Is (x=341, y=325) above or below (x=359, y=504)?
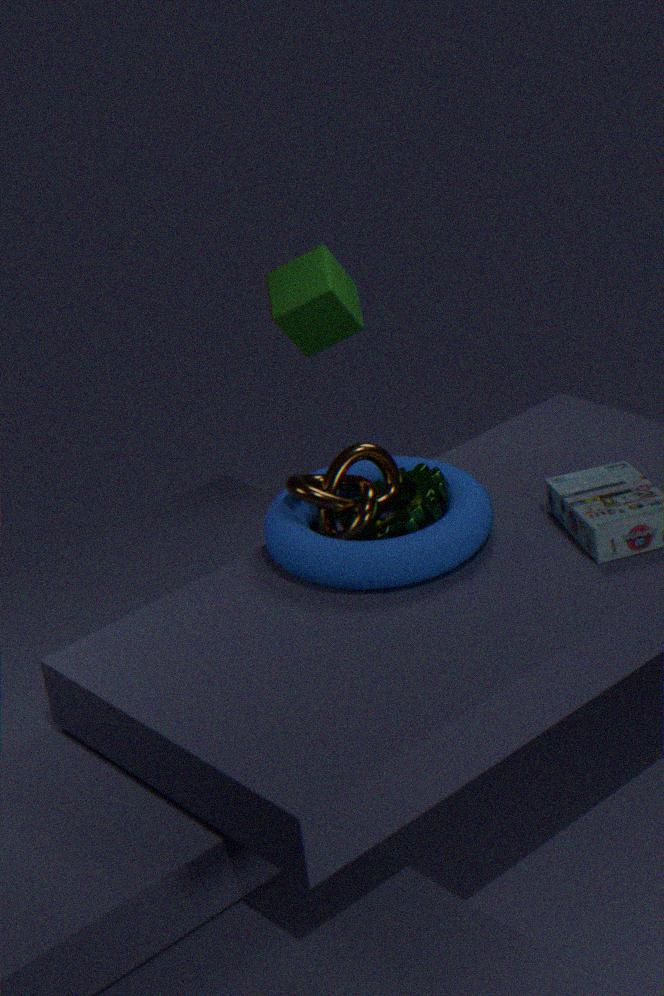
above
